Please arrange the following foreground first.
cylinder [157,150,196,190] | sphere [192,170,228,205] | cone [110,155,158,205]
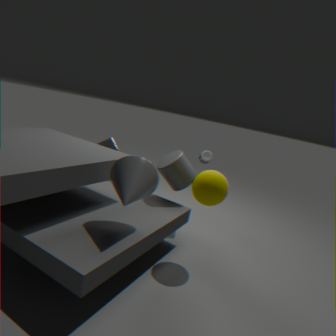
cone [110,155,158,205], sphere [192,170,228,205], cylinder [157,150,196,190]
